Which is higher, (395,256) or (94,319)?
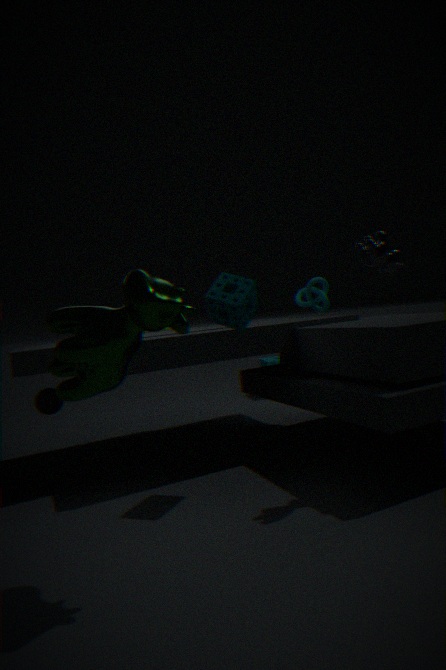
(395,256)
